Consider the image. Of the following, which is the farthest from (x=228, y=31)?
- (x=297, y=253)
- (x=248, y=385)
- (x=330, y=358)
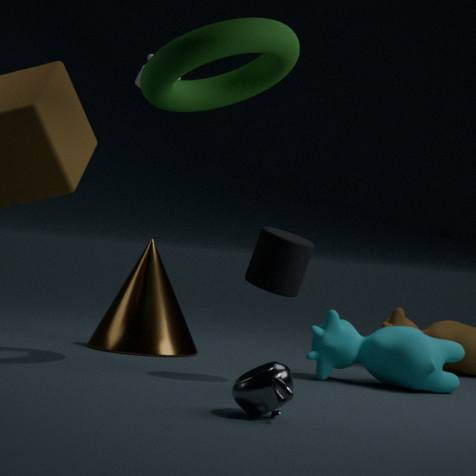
(x=248, y=385)
